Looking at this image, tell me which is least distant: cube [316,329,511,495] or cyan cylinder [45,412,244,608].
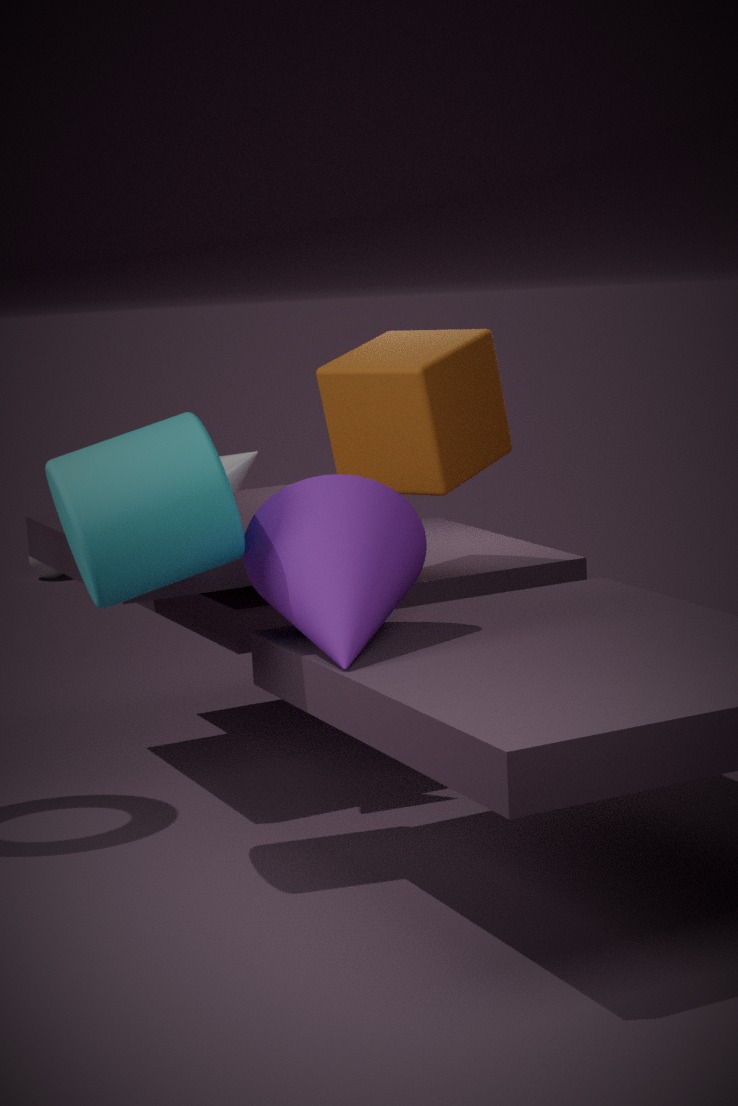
cyan cylinder [45,412,244,608]
